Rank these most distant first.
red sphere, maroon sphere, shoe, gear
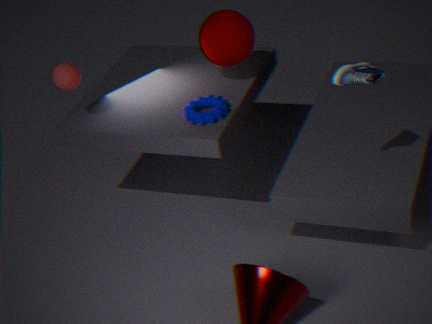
maroon sphere
red sphere
gear
shoe
